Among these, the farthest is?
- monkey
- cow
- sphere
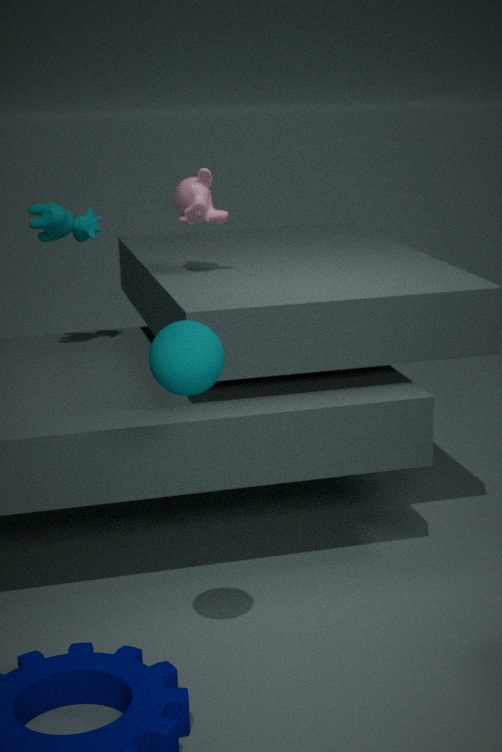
cow
